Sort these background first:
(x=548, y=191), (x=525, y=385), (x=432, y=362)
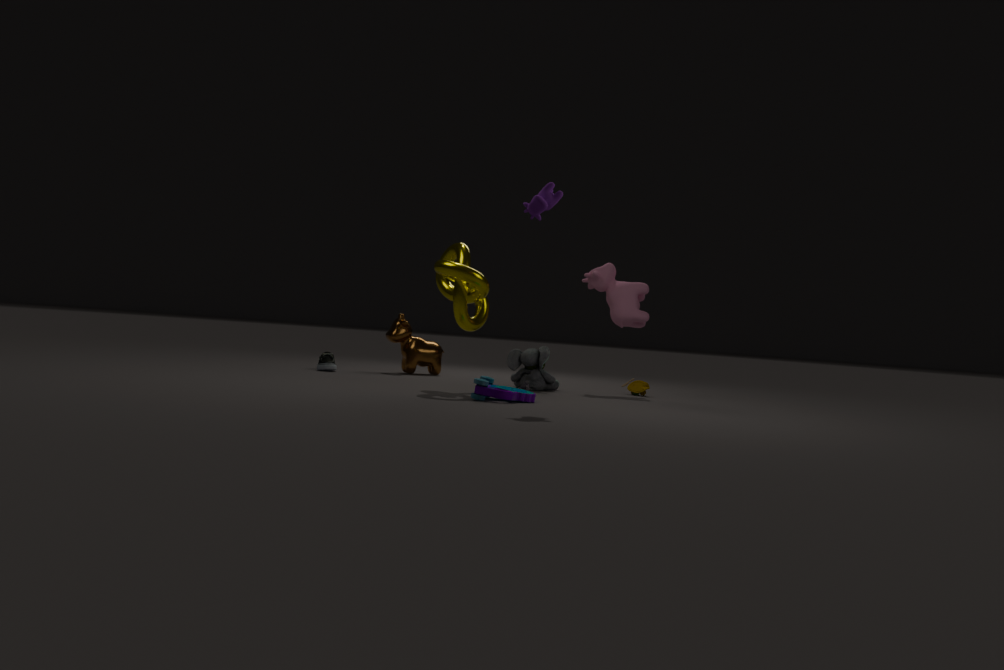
1. (x=432, y=362)
2. (x=525, y=385)
3. (x=548, y=191)
